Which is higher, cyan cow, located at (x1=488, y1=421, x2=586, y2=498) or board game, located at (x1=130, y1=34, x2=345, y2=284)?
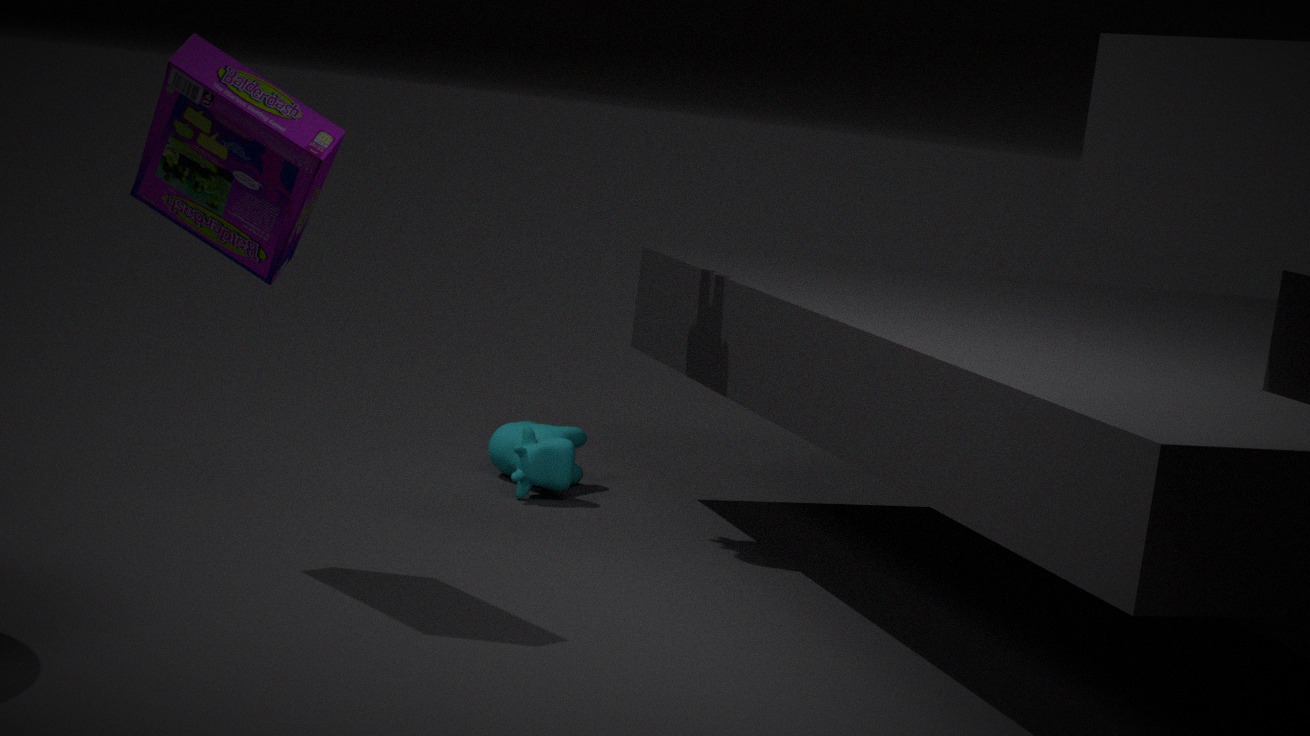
board game, located at (x1=130, y1=34, x2=345, y2=284)
